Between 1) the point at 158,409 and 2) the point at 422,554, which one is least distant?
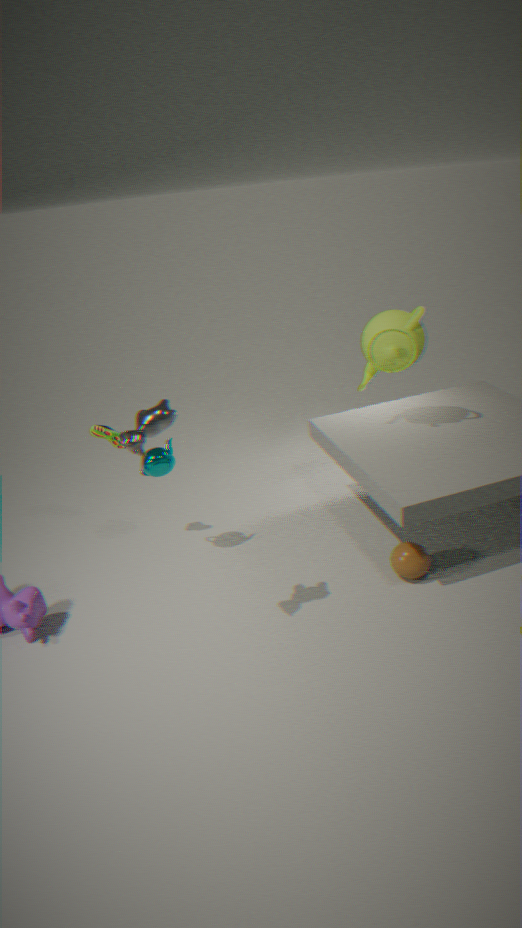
1. the point at 158,409
